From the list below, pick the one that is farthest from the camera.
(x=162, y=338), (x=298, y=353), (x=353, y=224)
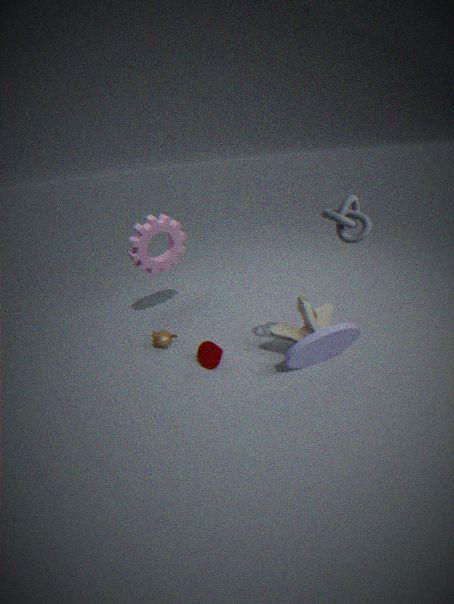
(x=162, y=338)
